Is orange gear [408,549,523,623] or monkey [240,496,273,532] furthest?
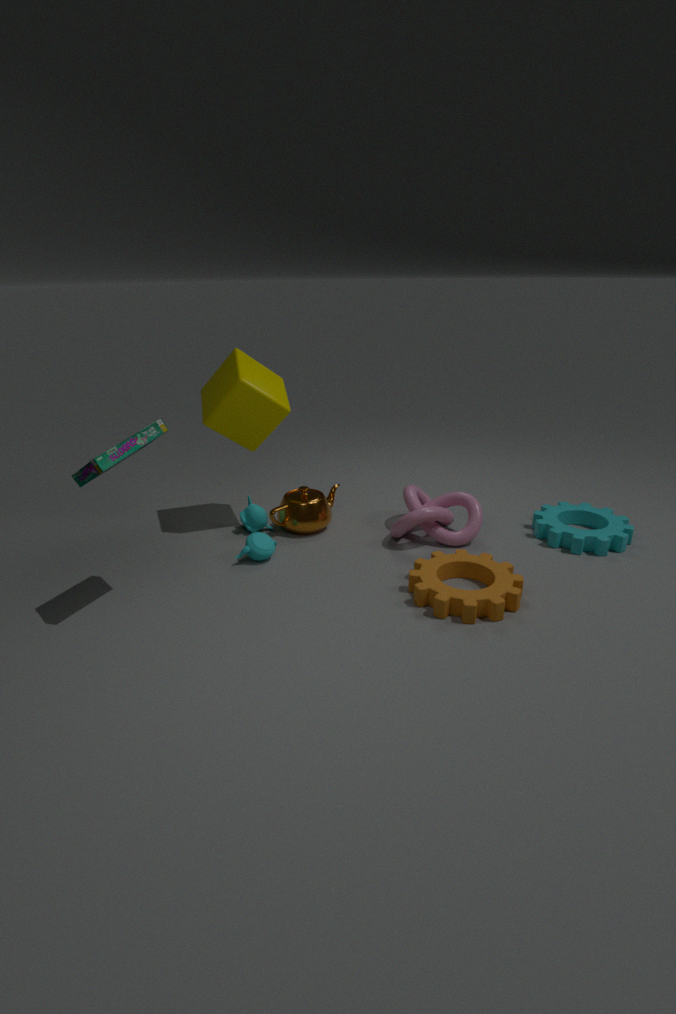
monkey [240,496,273,532]
